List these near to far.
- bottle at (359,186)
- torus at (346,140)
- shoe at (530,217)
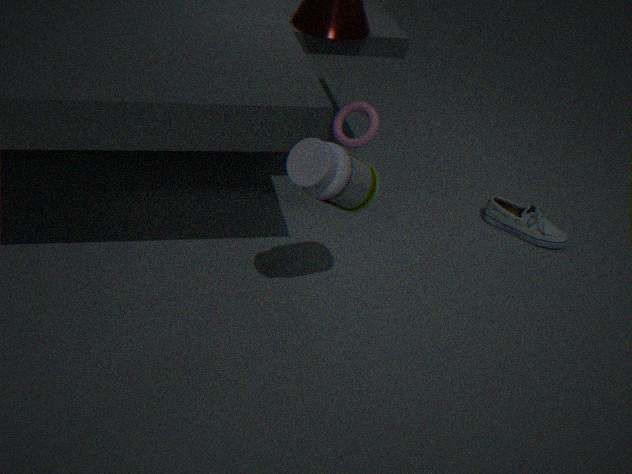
bottle at (359,186) < torus at (346,140) < shoe at (530,217)
